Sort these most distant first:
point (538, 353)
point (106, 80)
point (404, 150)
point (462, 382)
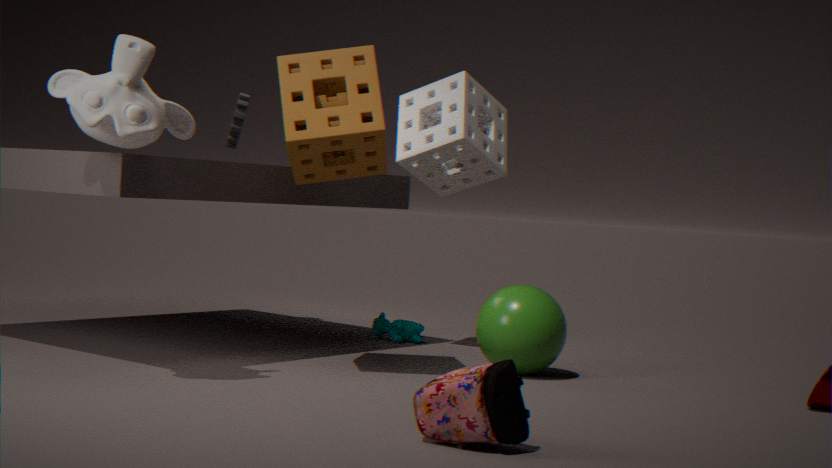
point (404, 150)
point (538, 353)
point (106, 80)
point (462, 382)
